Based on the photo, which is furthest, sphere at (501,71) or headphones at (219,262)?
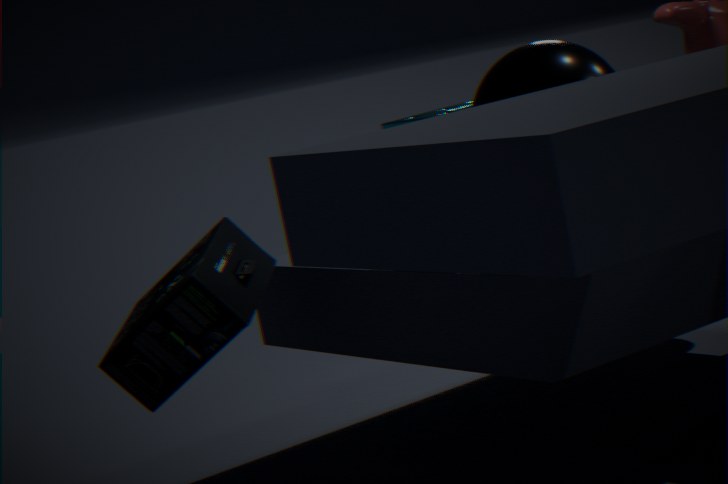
headphones at (219,262)
